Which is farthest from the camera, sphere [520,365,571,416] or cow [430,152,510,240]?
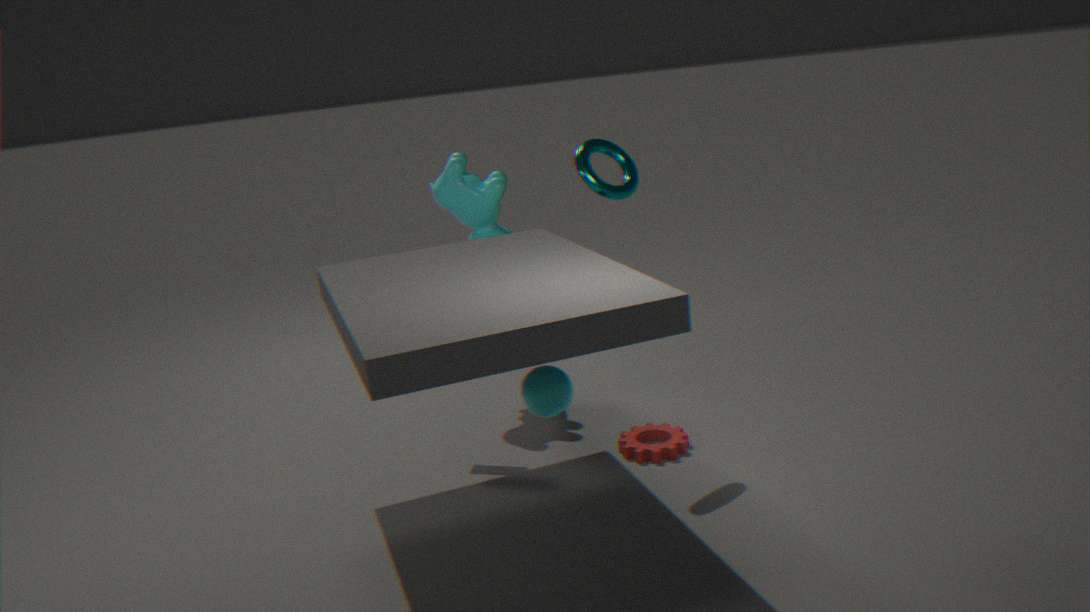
cow [430,152,510,240]
